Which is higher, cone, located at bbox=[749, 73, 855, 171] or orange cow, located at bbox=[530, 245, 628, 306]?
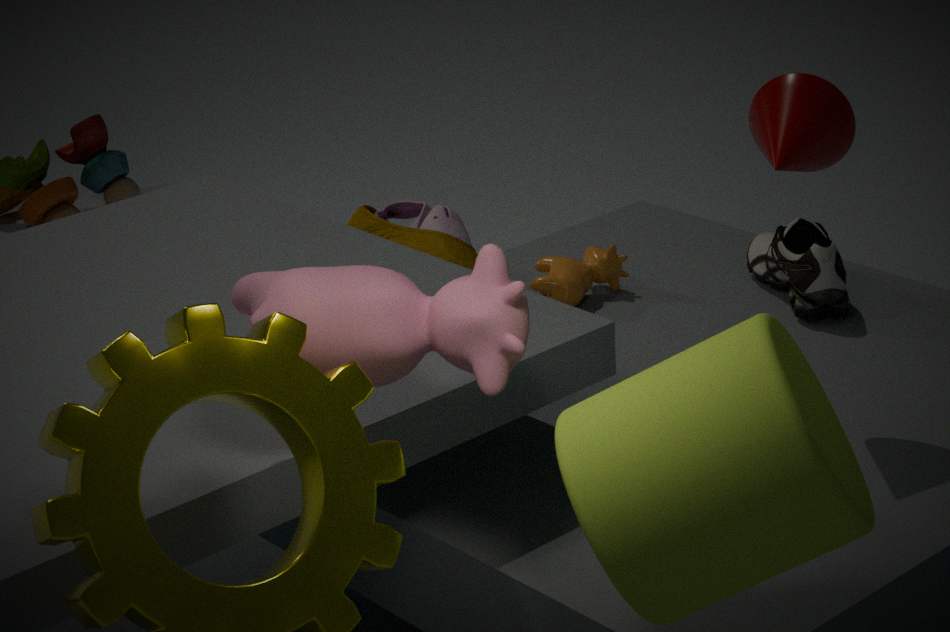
cone, located at bbox=[749, 73, 855, 171]
